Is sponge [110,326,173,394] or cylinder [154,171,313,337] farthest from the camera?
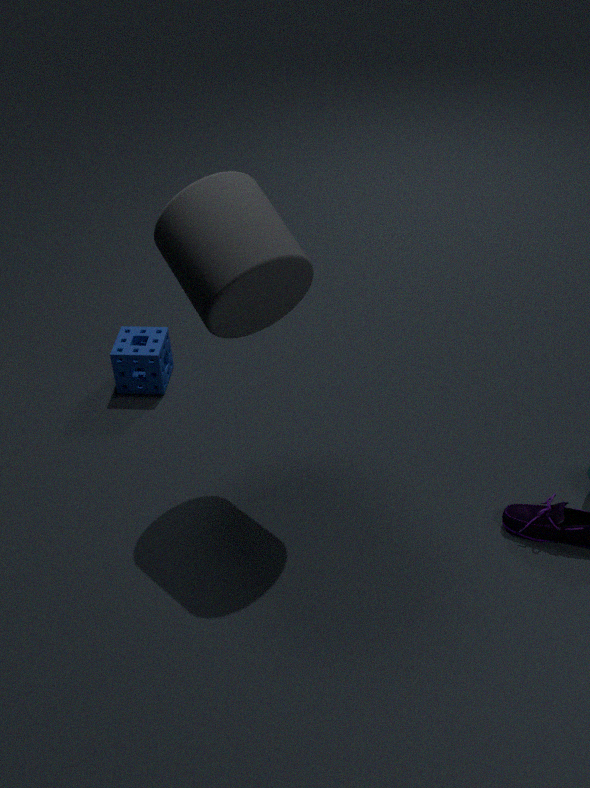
sponge [110,326,173,394]
